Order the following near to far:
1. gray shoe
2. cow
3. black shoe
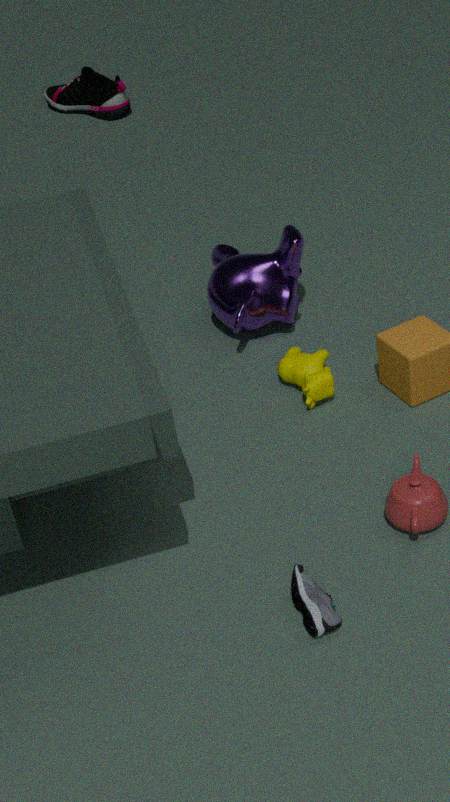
gray shoe
cow
black shoe
